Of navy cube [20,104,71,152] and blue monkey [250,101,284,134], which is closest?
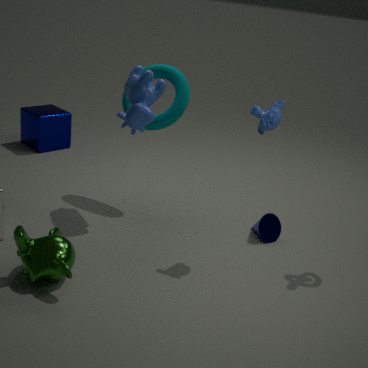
blue monkey [250,101,284,134]
